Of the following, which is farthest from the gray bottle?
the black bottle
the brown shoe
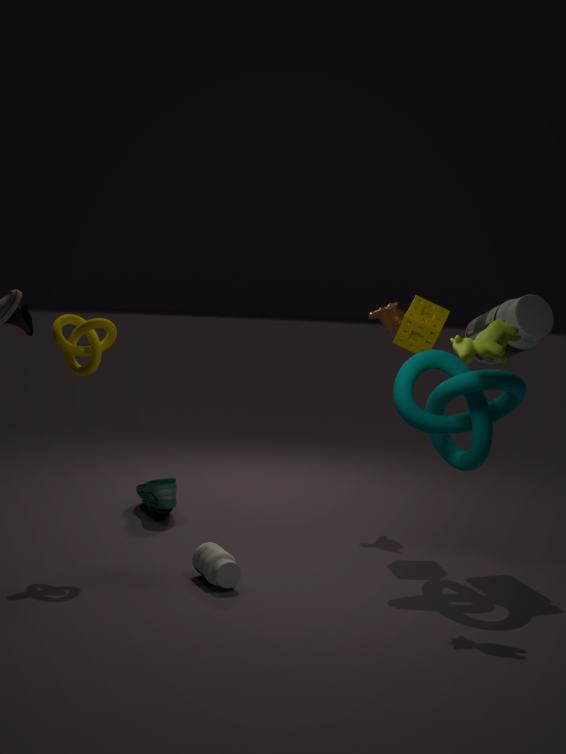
the black bottle
